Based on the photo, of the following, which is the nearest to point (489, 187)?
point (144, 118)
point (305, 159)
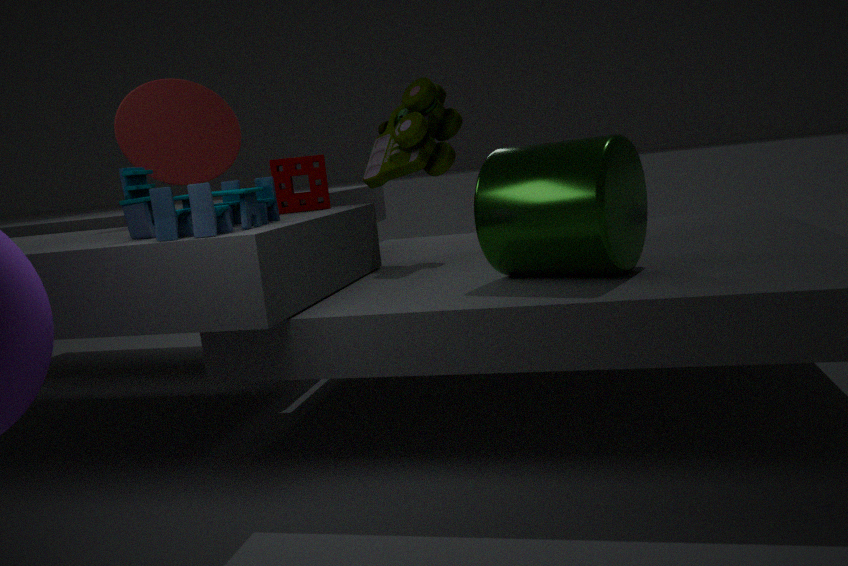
point (305, 159)
